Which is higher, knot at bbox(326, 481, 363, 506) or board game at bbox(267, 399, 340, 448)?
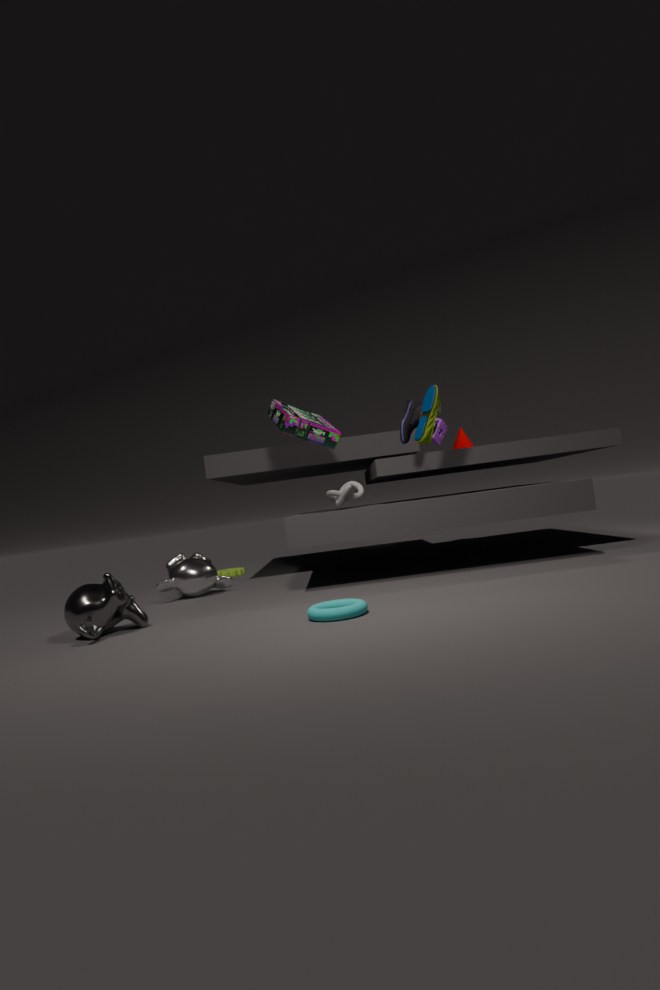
board game at bbox(267, 399, 340, 448)
